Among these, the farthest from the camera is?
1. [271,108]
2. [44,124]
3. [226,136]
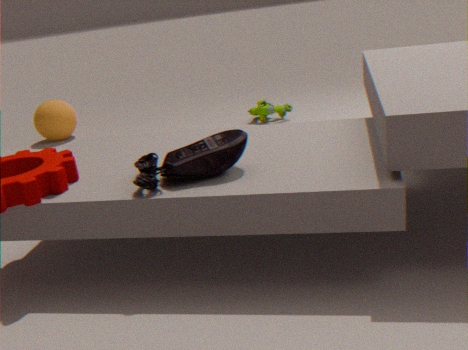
[44,124]
